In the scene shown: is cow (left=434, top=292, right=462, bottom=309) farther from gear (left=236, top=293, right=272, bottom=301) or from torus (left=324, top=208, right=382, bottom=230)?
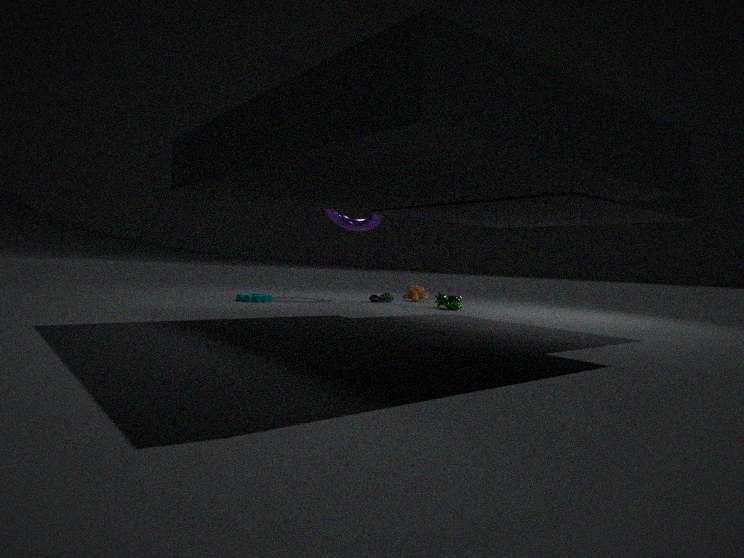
gear (left=236, top=293, right=272, bottom=301)
